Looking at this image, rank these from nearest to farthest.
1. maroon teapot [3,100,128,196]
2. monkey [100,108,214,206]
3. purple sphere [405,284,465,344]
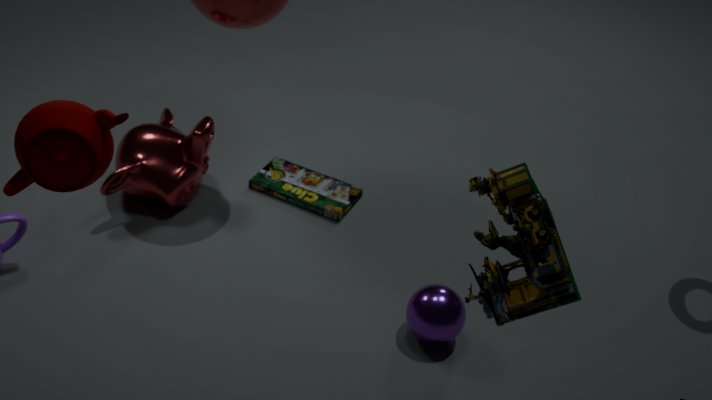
maroon teapot [3,100,128,196], purple sphere [405,284,465,344], monkey [100,108,214,206]
